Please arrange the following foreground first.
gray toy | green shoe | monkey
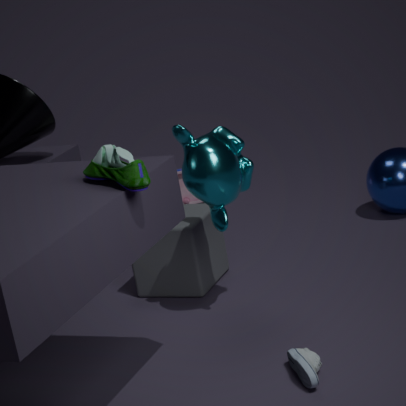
1. green shoe
2. monkey
3. gray toy
